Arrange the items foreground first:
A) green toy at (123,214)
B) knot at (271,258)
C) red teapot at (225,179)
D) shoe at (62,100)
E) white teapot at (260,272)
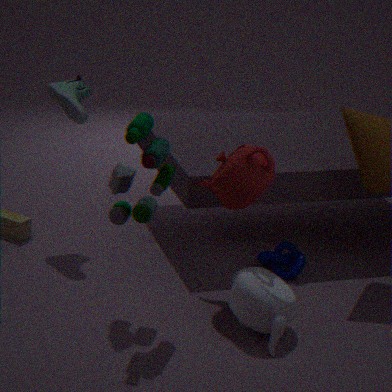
1. green toy at (123,214)
2. white teapot at (260,272)
3. red teapot at (225,179)
4. shoe at (62,100)
5. knot at (271,258)
